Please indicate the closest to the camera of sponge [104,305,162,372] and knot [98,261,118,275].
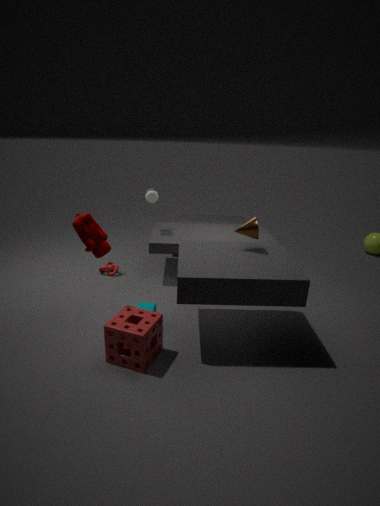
sponge [104,305,162,372]
